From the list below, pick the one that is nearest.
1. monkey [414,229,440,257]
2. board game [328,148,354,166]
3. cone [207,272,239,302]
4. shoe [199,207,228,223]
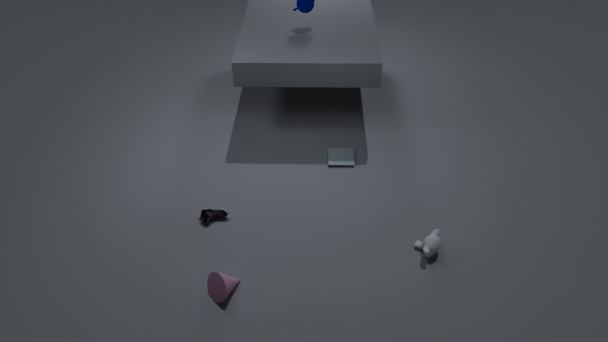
cone [207,272,239,302]
